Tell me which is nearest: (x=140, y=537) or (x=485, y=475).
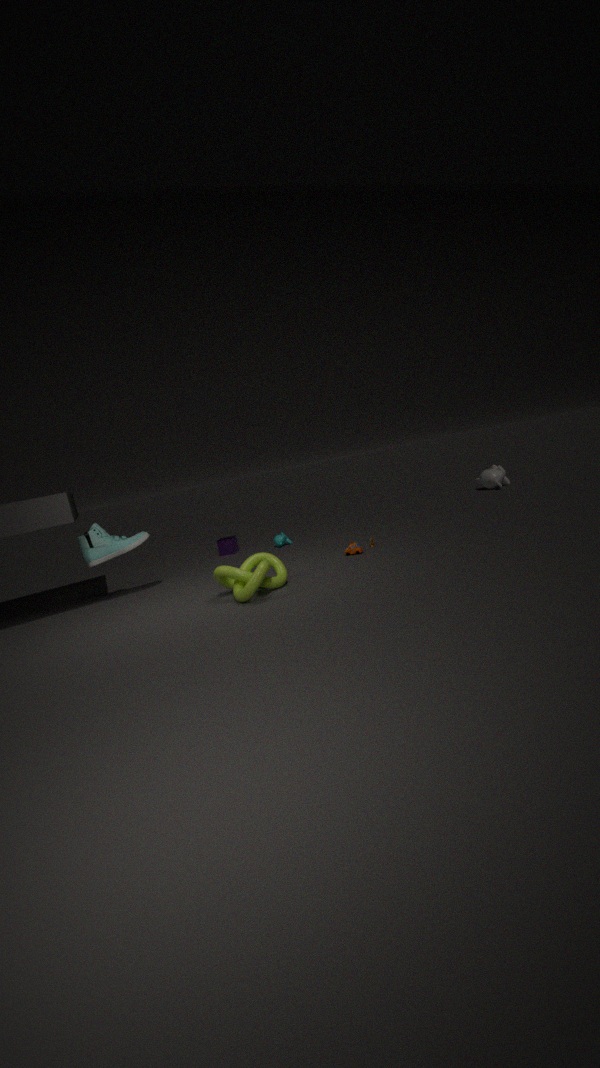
(x=140, y=537)
